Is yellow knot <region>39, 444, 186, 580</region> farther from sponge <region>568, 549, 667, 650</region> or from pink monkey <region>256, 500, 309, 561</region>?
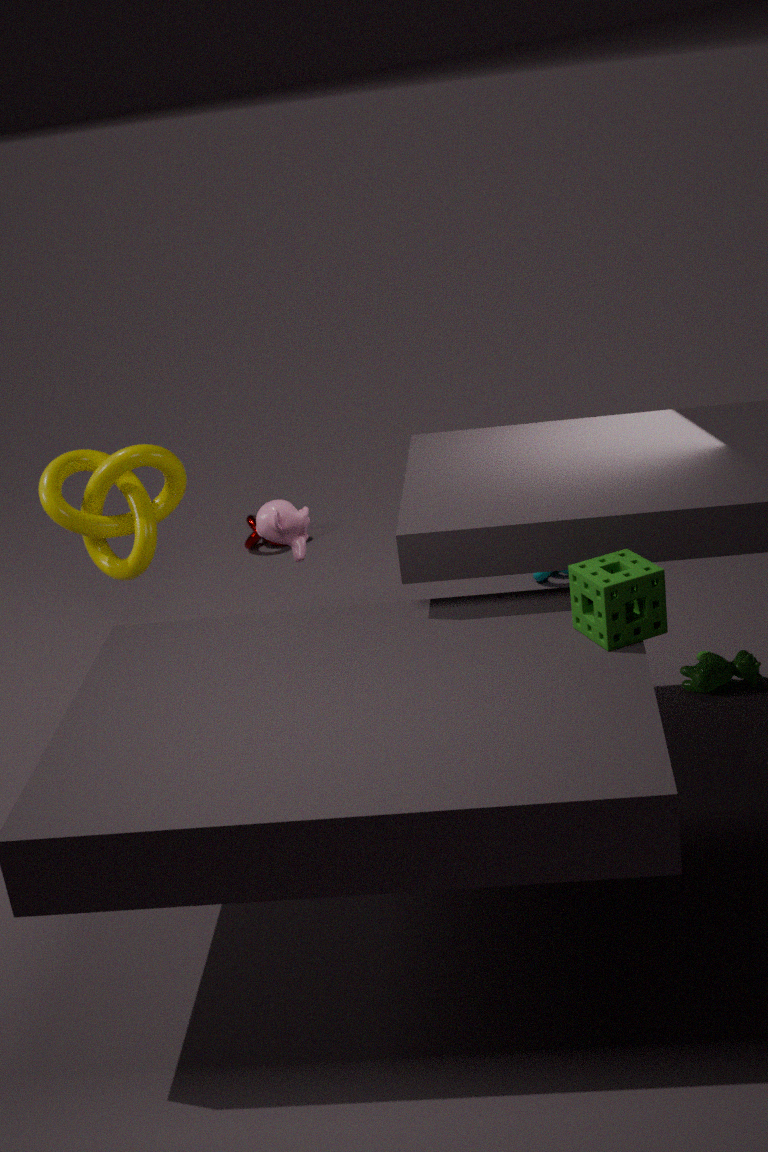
sponge <region>568, 549, 667, 650</region>
